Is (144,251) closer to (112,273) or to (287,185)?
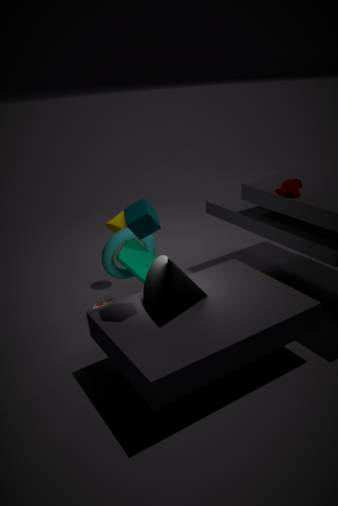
(112,273)
